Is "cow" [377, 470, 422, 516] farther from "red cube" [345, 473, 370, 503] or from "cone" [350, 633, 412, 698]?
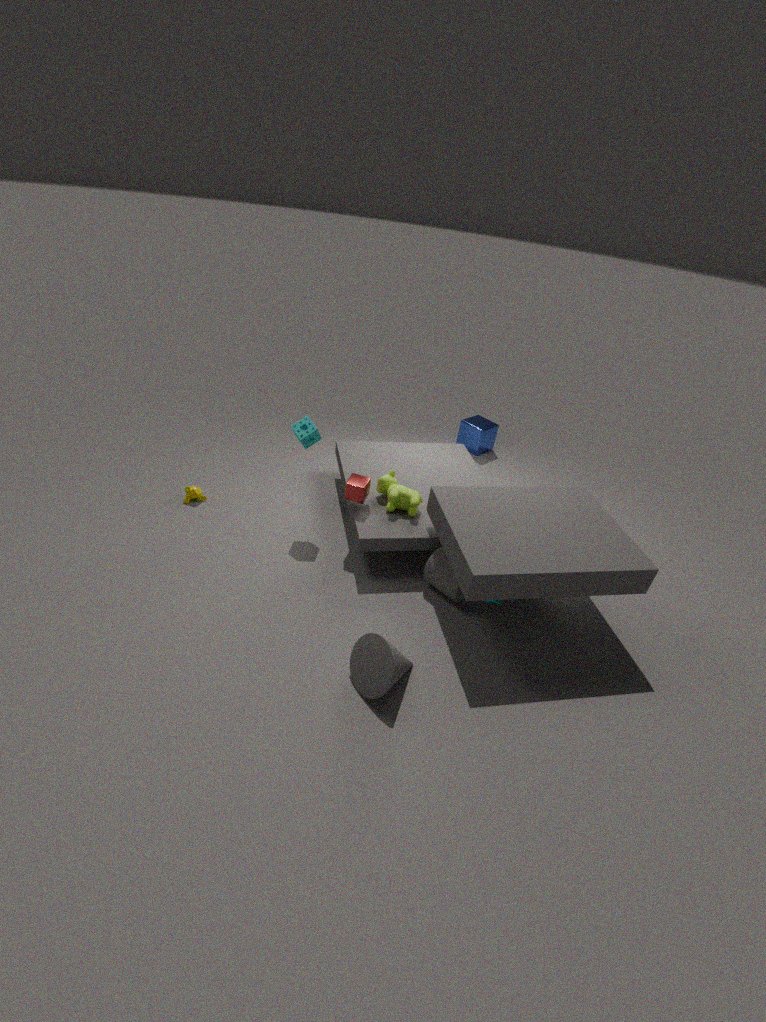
"cone" [350, 633, 412, 698]
